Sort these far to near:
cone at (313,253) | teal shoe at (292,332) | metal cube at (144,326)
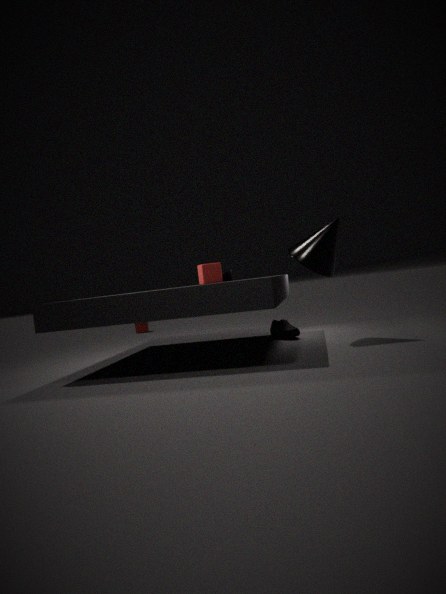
metal cube at (144,326) → teal shoe at (292,332) → cone at (313,253)
